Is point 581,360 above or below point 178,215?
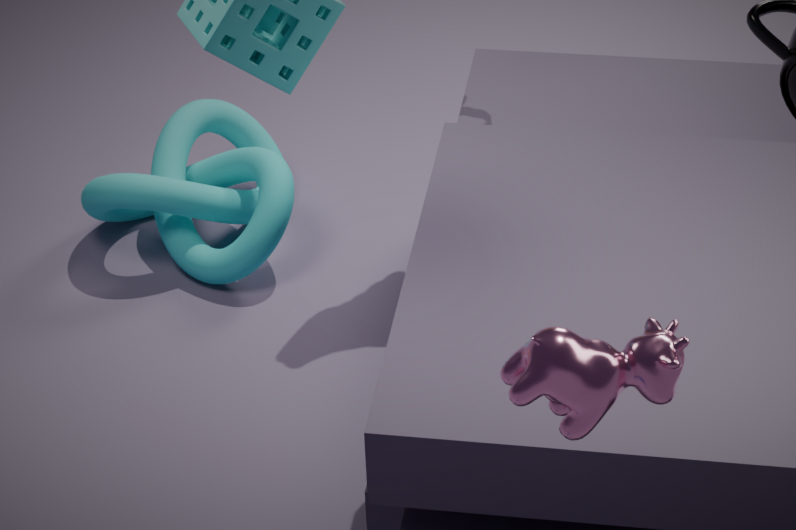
above
